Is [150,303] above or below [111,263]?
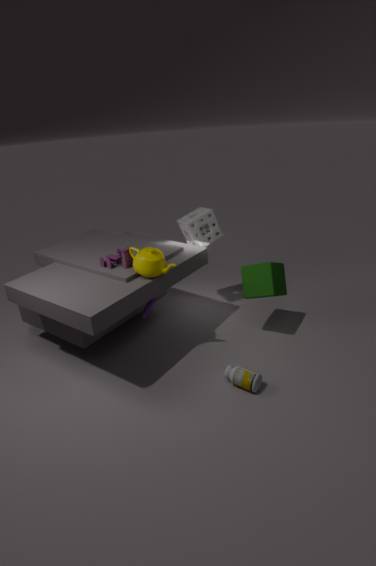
below
